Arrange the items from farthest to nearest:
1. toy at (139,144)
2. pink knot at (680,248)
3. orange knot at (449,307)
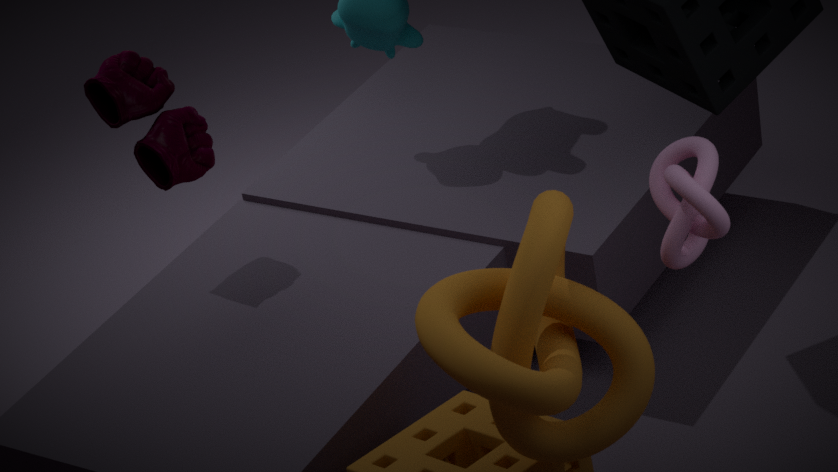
toy at (139,144)
pink knot at (680,248)
orange knot at (449,307)
